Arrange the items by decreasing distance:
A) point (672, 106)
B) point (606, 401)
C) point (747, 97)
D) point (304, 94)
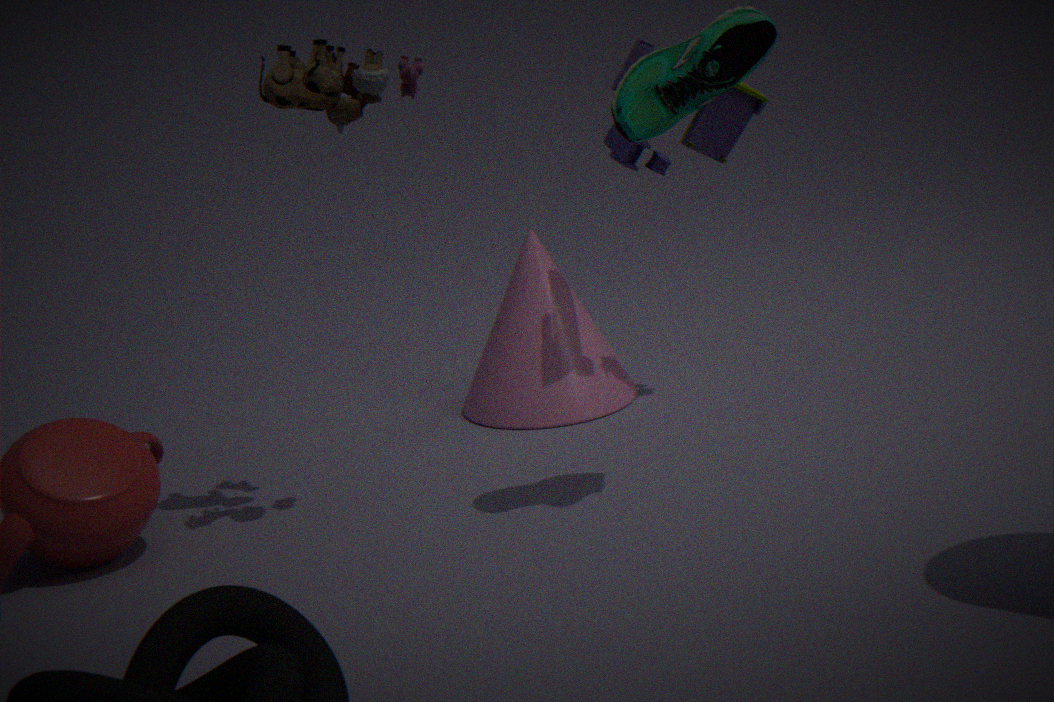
point (606, 401) → point (747, 97) → point (304, 94) → point (672, 106)
